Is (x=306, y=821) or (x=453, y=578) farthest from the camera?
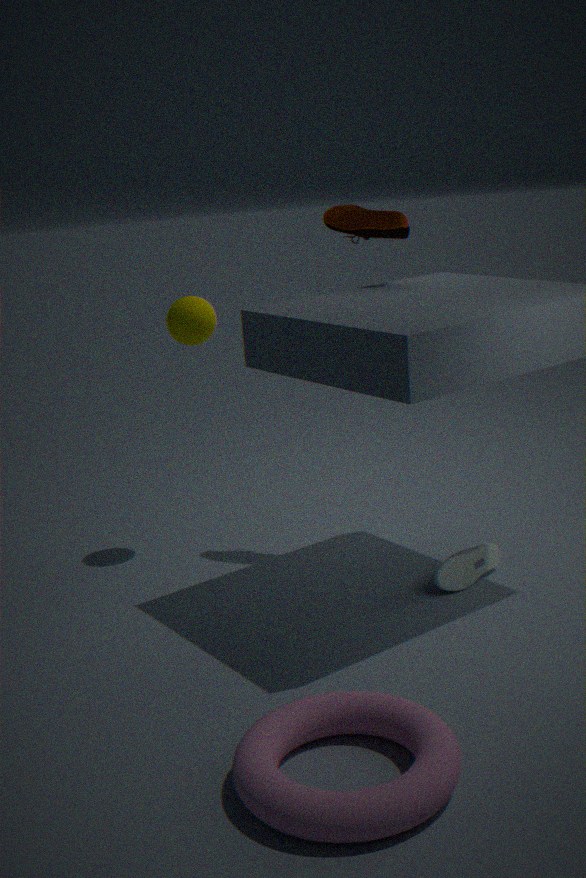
(x=453, y=578)
